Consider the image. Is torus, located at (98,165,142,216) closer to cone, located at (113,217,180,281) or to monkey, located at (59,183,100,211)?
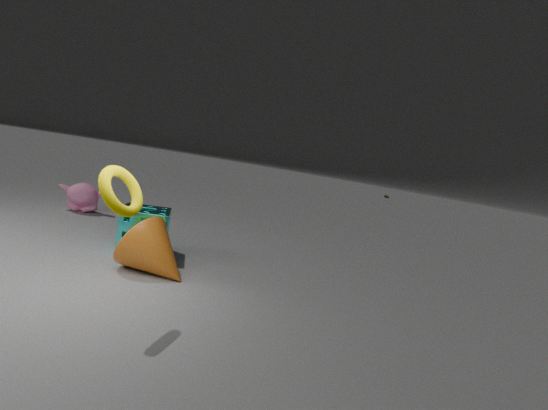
cone, located at (113,217,180,281)
